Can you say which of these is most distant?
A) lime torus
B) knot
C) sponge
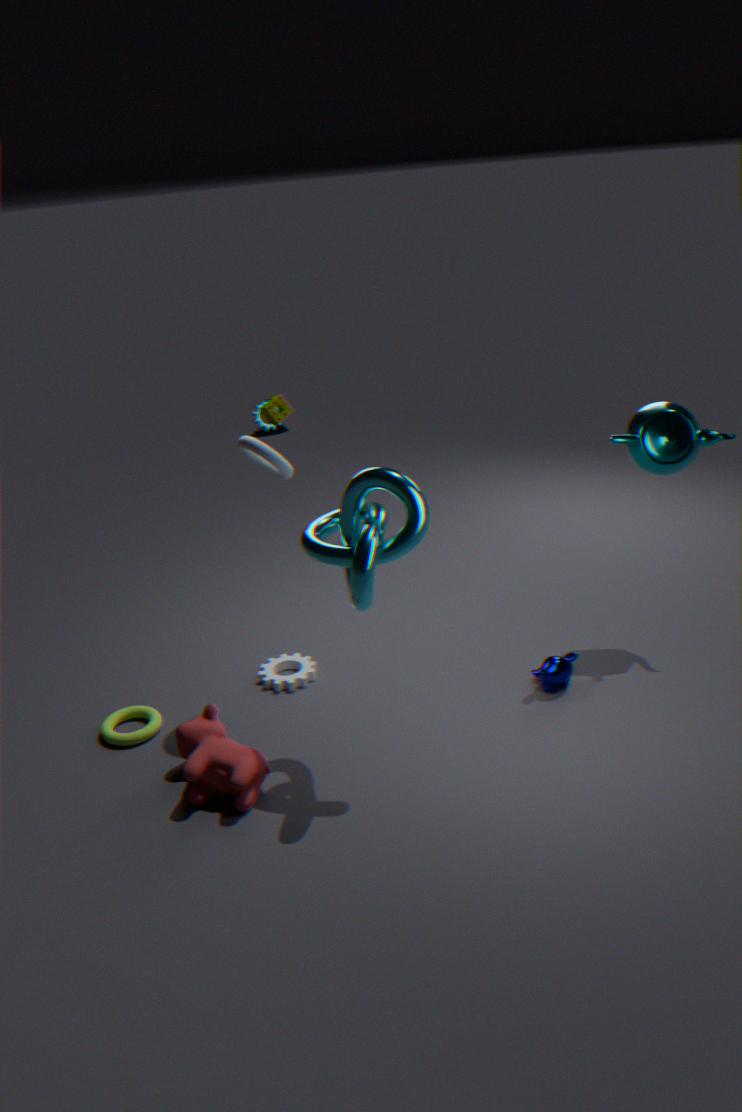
sponge
